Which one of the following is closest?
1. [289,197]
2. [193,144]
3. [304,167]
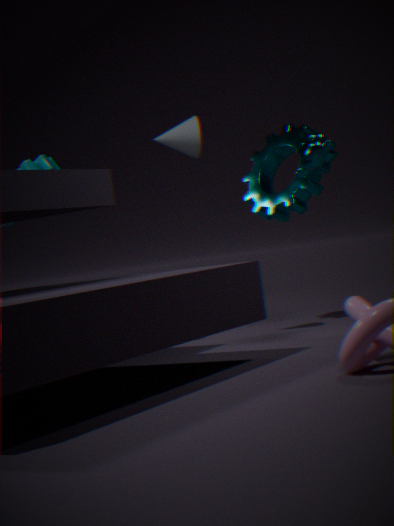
[304,167]
